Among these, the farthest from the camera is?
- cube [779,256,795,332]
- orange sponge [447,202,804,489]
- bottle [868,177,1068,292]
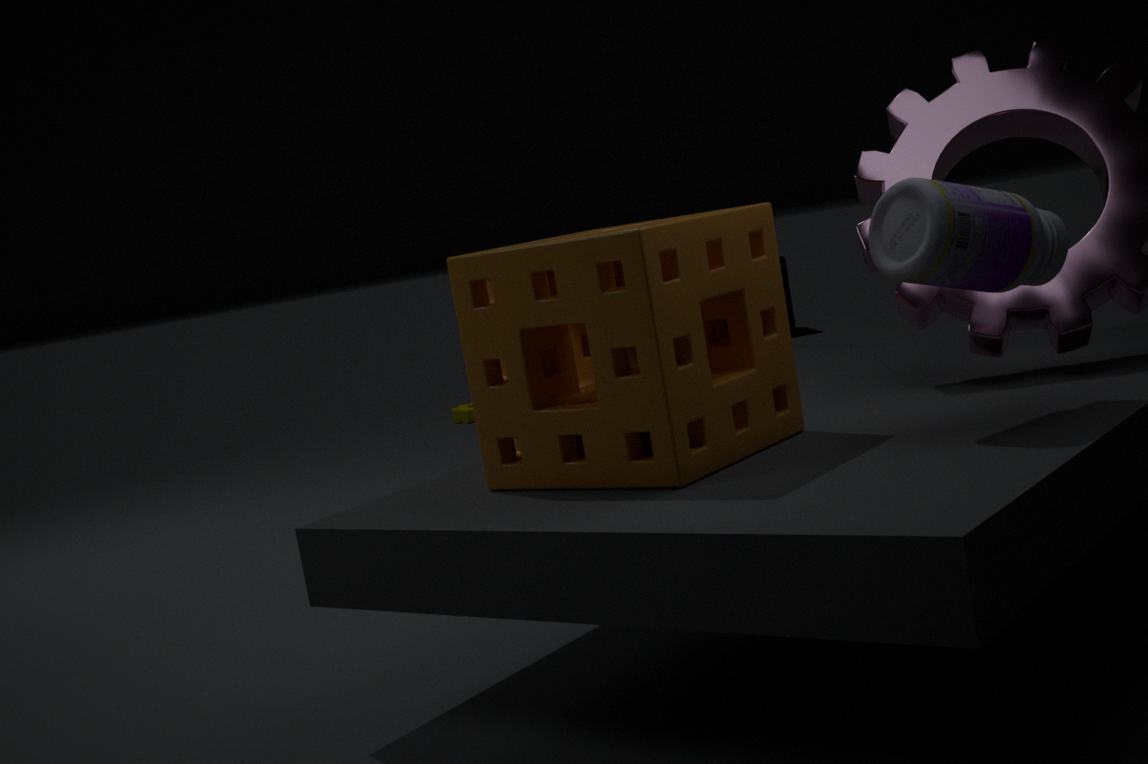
cube [779,256,795,332]
